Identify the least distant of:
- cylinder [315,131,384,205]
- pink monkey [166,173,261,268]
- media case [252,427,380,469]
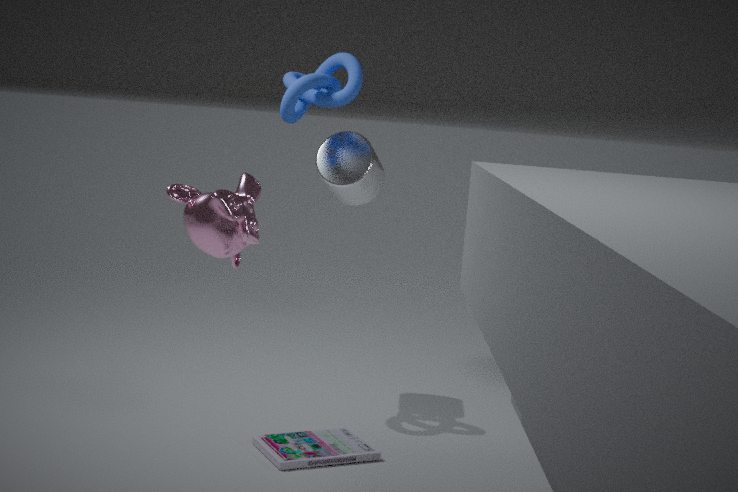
pink monkey [166,173,261,268]
